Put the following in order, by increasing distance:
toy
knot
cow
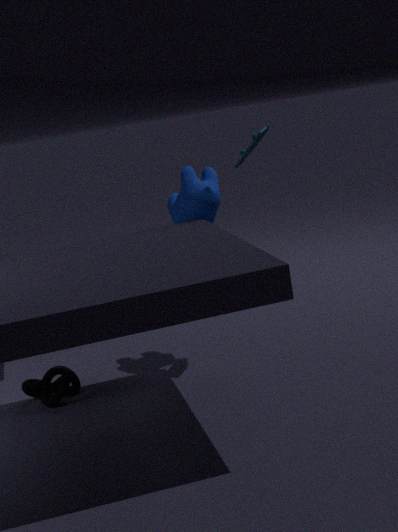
toy
knot
cow
